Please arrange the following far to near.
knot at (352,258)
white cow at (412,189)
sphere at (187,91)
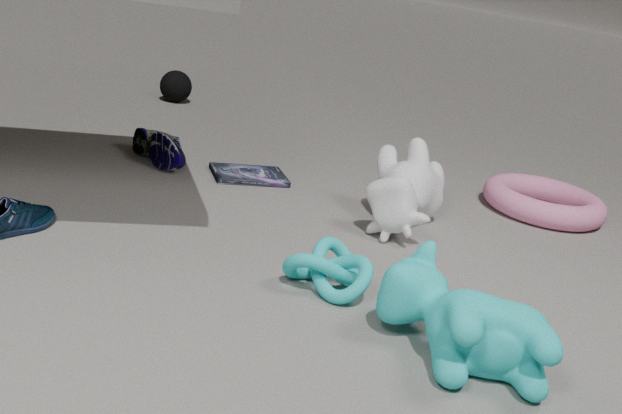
sphere at (187,91), white cow at (412,189), knot at (352,258)
